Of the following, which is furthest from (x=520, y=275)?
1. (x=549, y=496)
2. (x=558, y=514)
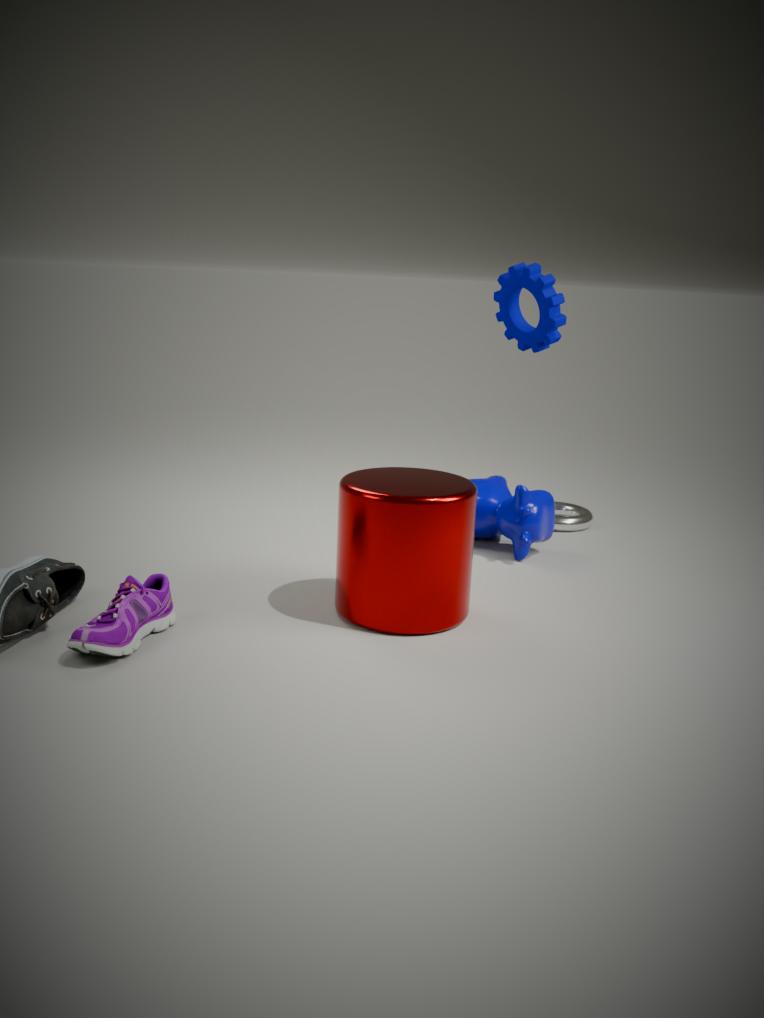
(x=558, y=514)
